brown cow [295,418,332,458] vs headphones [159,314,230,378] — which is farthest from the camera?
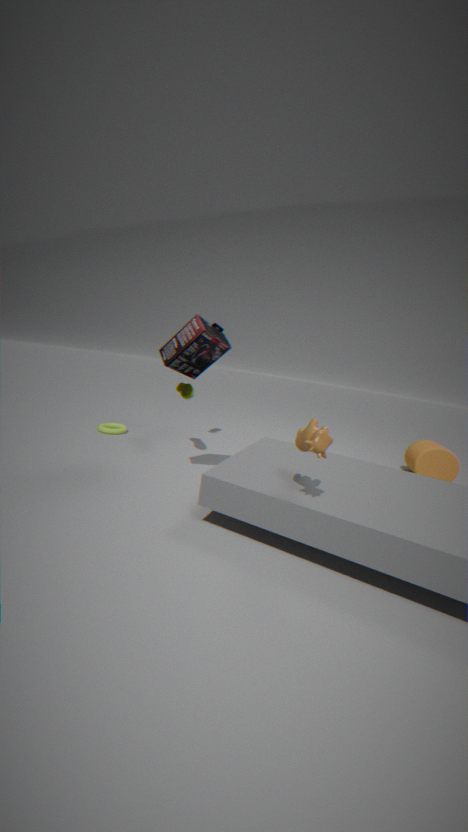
headphones [159,314,230,378]
